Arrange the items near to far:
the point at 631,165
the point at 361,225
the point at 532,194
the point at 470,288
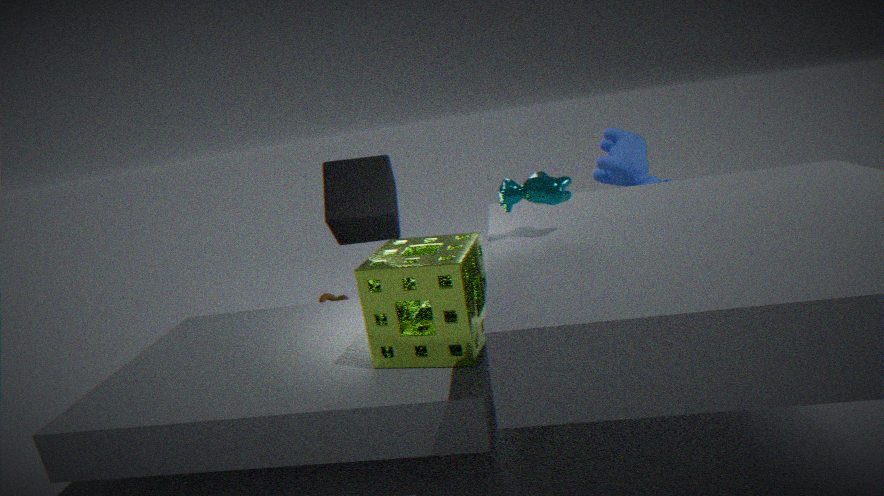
the point at 470,288 < the point at 532,194 < the point at 361,225 < the point at 631,165
